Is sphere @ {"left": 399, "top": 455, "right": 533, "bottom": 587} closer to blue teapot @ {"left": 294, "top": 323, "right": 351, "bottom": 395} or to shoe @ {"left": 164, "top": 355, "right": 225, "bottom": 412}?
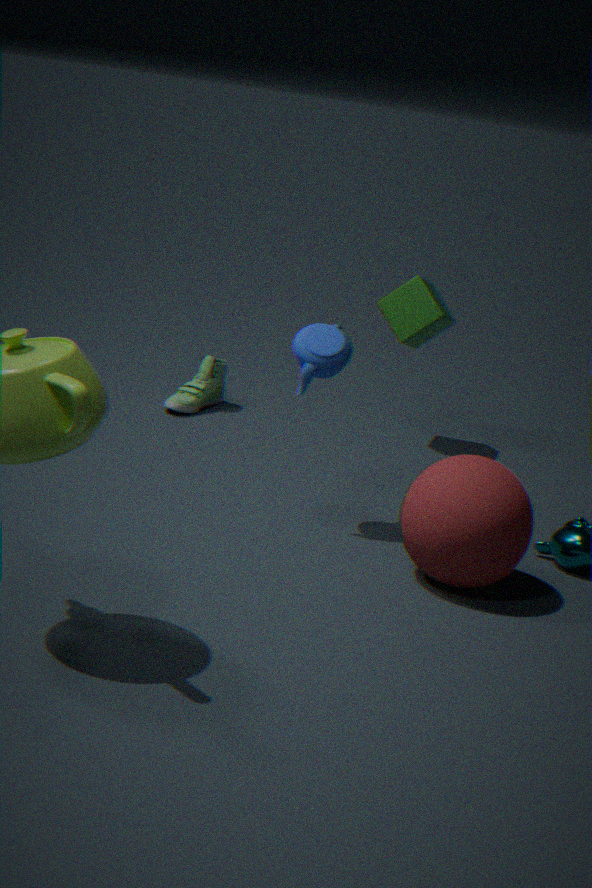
blue teapot @ {"left": 294, "top": 323, "right": 351, "bottom": 395}
